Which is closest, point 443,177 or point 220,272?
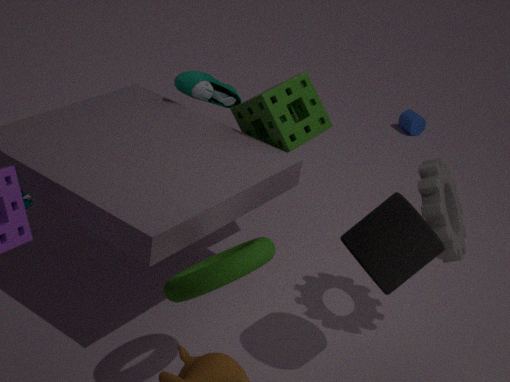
point 220,272
